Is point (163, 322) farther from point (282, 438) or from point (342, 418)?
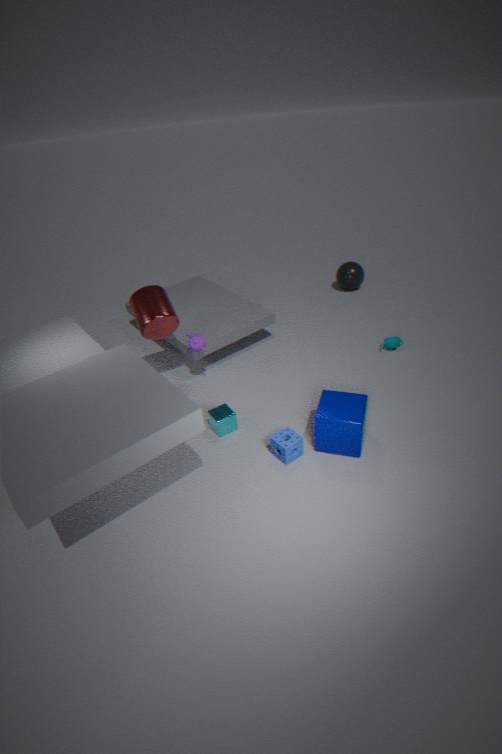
point (342, 418)
